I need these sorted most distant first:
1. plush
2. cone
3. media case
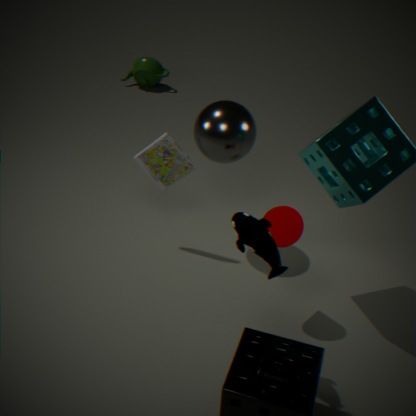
media case < cone < plush
